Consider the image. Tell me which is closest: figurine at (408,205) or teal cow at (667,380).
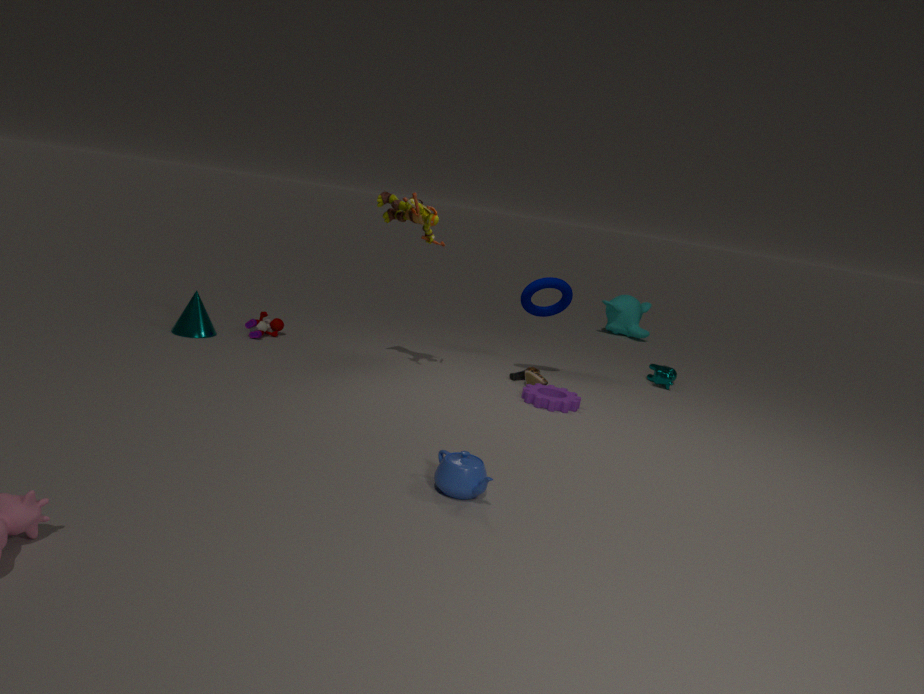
Result: figurine at (408,205)
